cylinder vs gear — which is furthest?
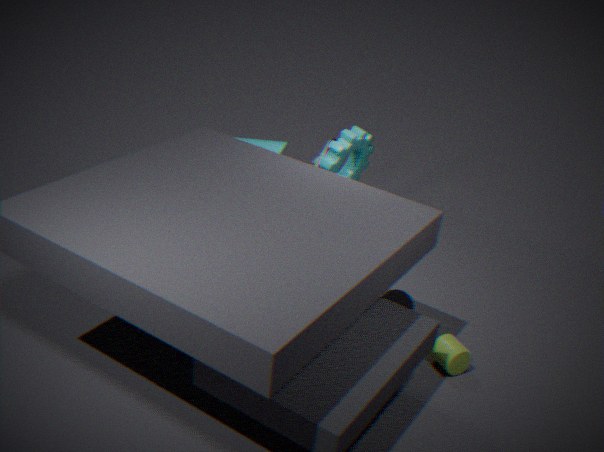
gear
